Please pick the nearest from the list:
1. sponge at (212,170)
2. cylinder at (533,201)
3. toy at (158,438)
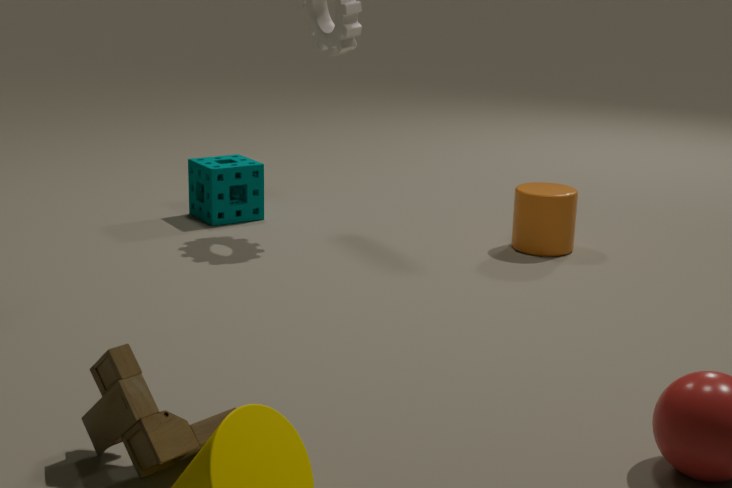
toy at (158,438)
